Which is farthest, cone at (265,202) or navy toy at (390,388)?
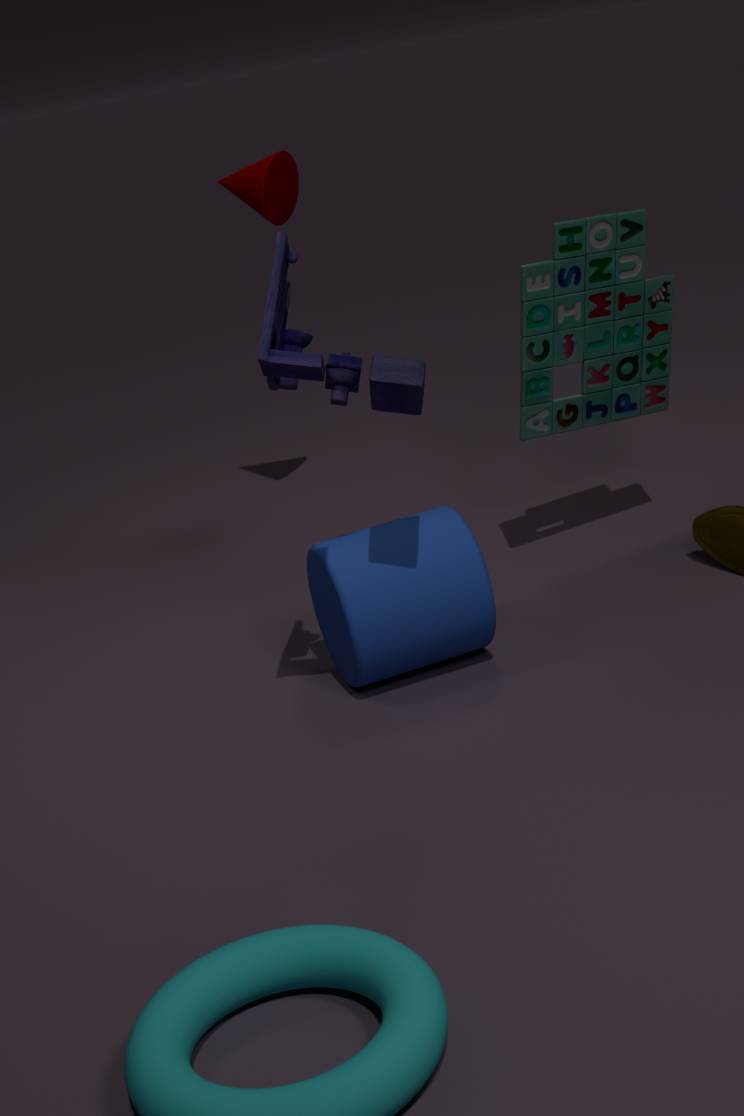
cone at (265,202)
